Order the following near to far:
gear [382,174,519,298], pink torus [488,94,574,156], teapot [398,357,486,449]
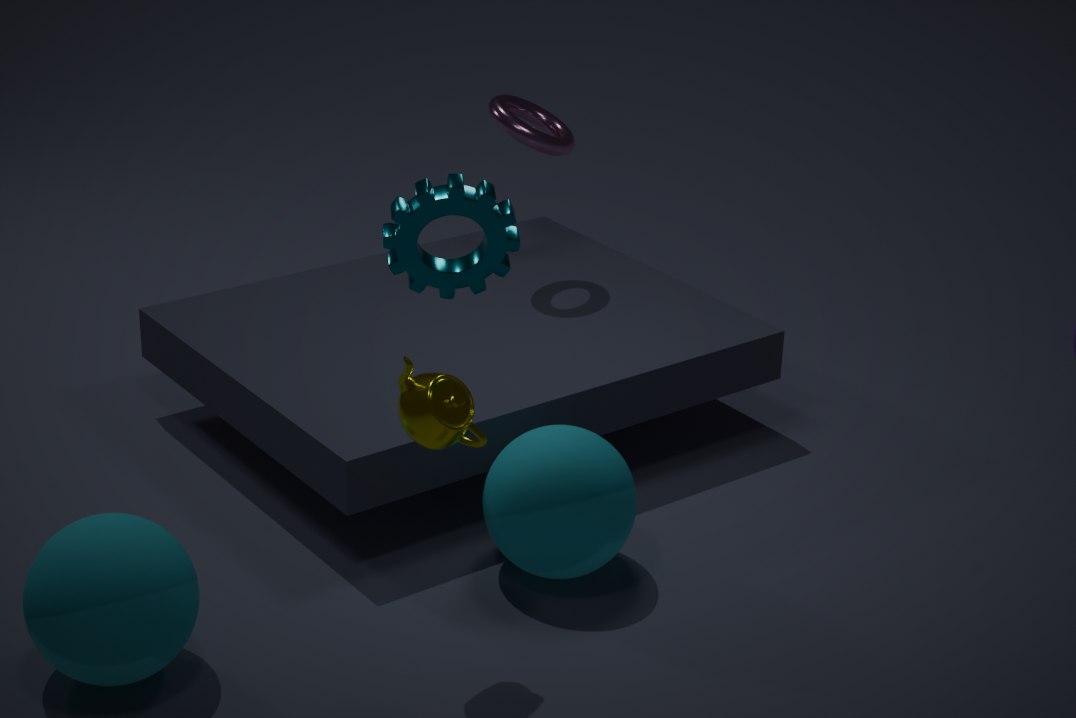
1. gear [382,174,519,298]
2. teapot [398,357,486,449]
3. pink torus [488,94,574,156]
